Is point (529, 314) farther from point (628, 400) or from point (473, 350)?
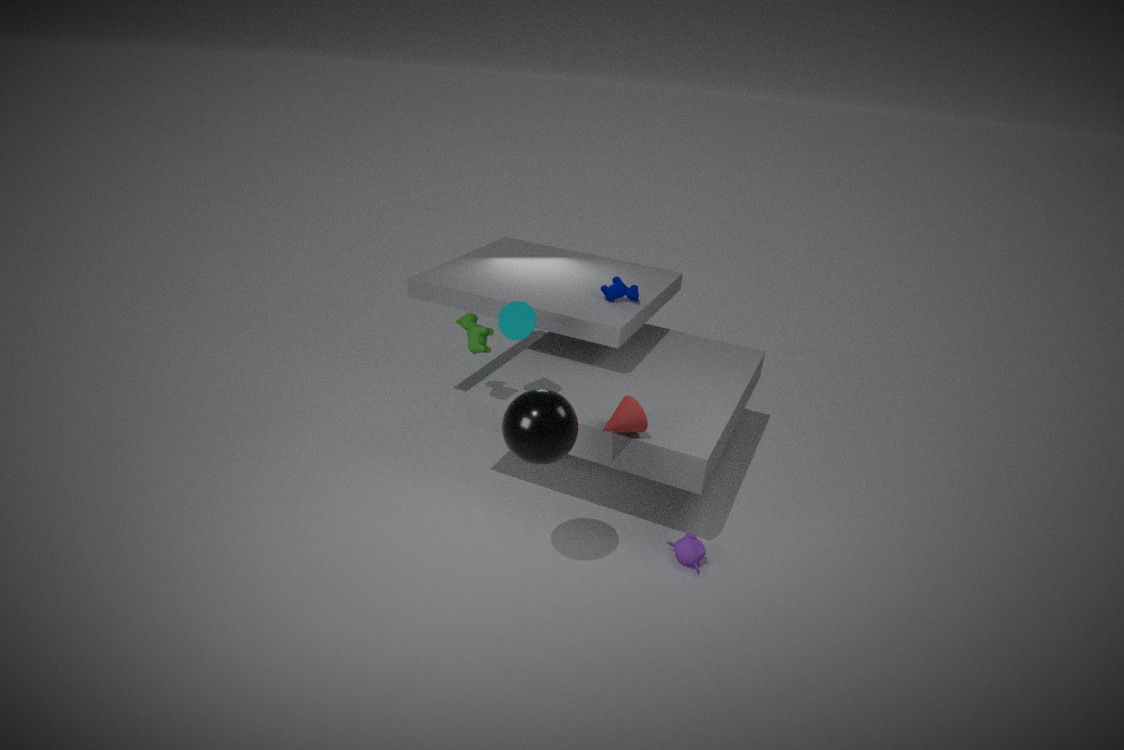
point (628, 400)
